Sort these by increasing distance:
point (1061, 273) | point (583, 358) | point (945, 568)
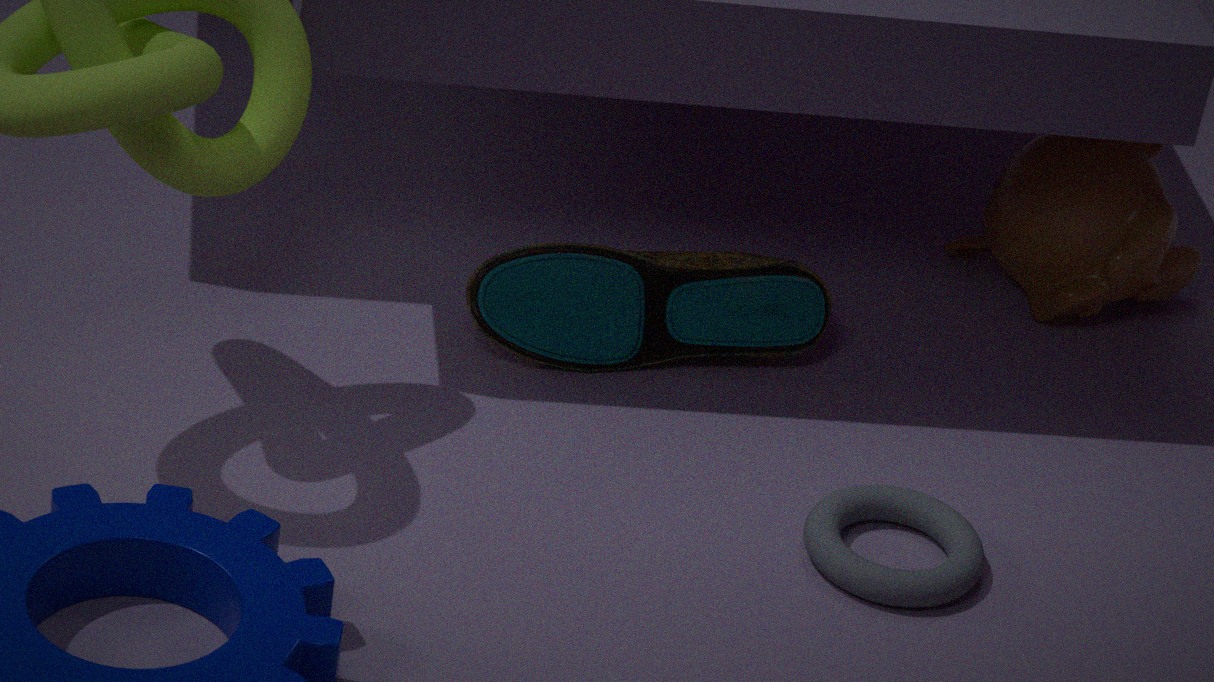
1. point (945, 568)
2. point (583, 358)
3. point (1061, 273)
